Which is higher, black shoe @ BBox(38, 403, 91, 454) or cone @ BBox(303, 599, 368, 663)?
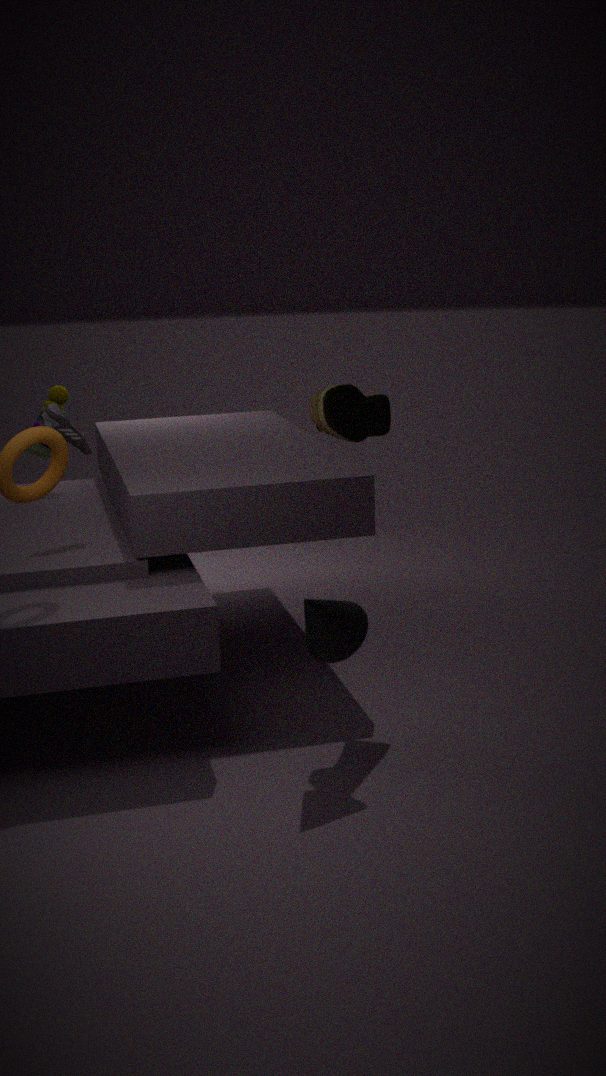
black shoe @ BBox(38, 403, 91, 454)
